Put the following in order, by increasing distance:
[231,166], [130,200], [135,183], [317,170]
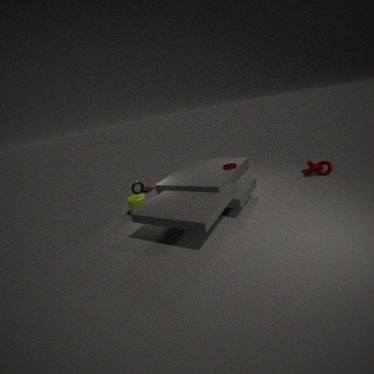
[231,166] → [135,183] → [130,200] → [317,170]
